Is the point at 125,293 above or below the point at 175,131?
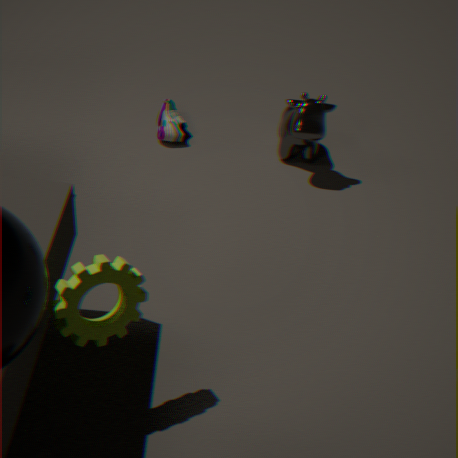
above
